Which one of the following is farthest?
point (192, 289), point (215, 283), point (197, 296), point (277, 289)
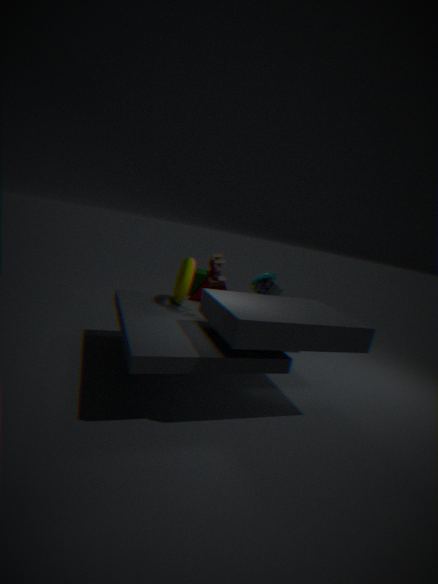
point (192, 289)
